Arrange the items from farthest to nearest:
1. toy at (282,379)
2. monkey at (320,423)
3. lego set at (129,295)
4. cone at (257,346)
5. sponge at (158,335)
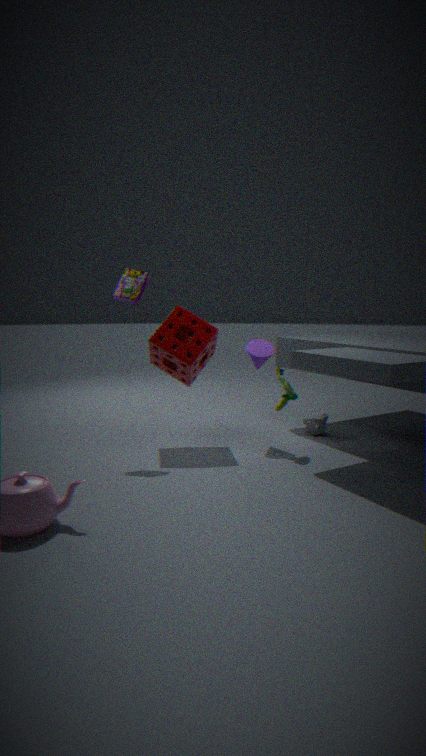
1. monkey at (320,423)
2. cone at (257,346)
3. sponge at (158,335)
4. lego set at (129,295)
5. toy at (282,379)
